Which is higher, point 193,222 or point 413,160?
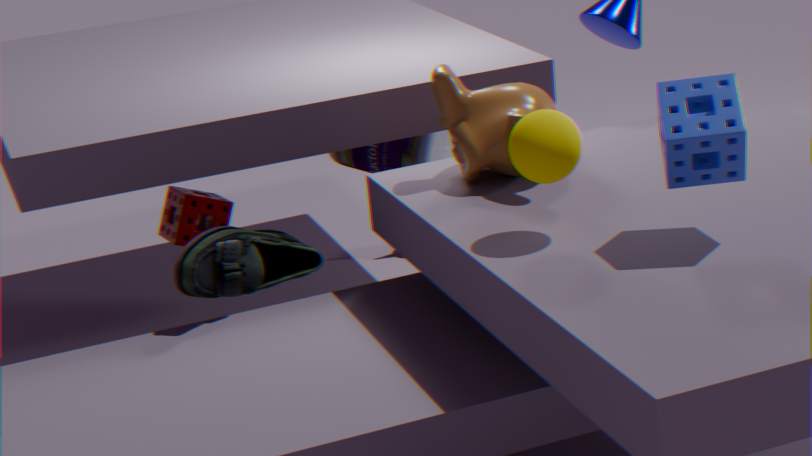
point 413,160
